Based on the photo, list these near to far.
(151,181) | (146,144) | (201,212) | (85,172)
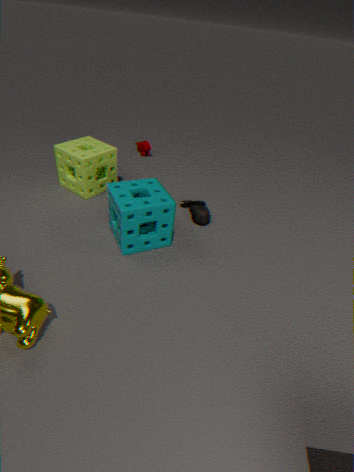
(151,181) → (85,172) → (201,212) → (146,144)
